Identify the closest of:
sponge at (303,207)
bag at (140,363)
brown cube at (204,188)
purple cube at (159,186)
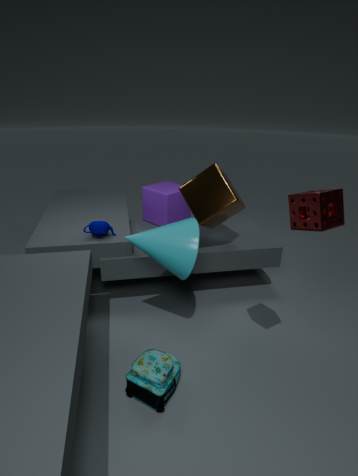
sponge at (303,207)
